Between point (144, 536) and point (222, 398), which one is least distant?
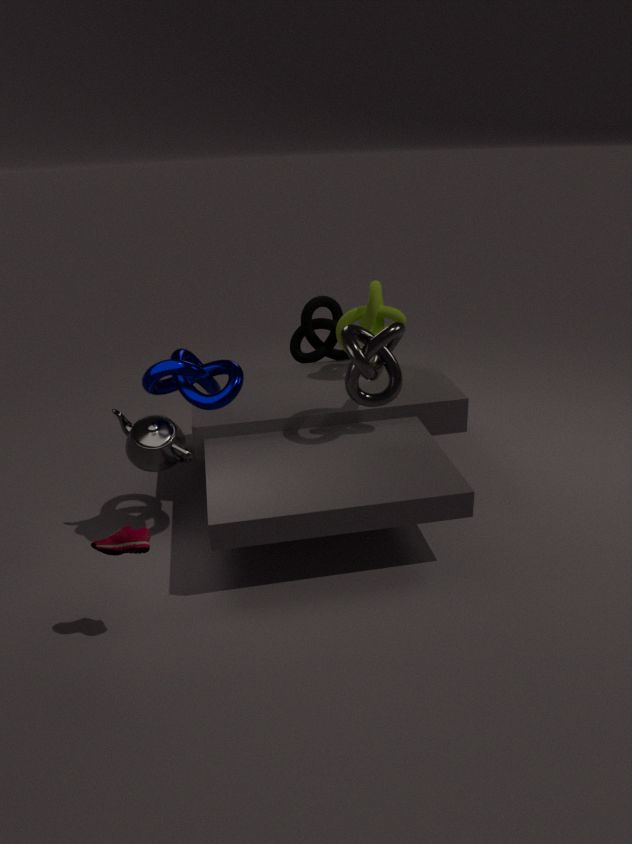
point (144, 536)
